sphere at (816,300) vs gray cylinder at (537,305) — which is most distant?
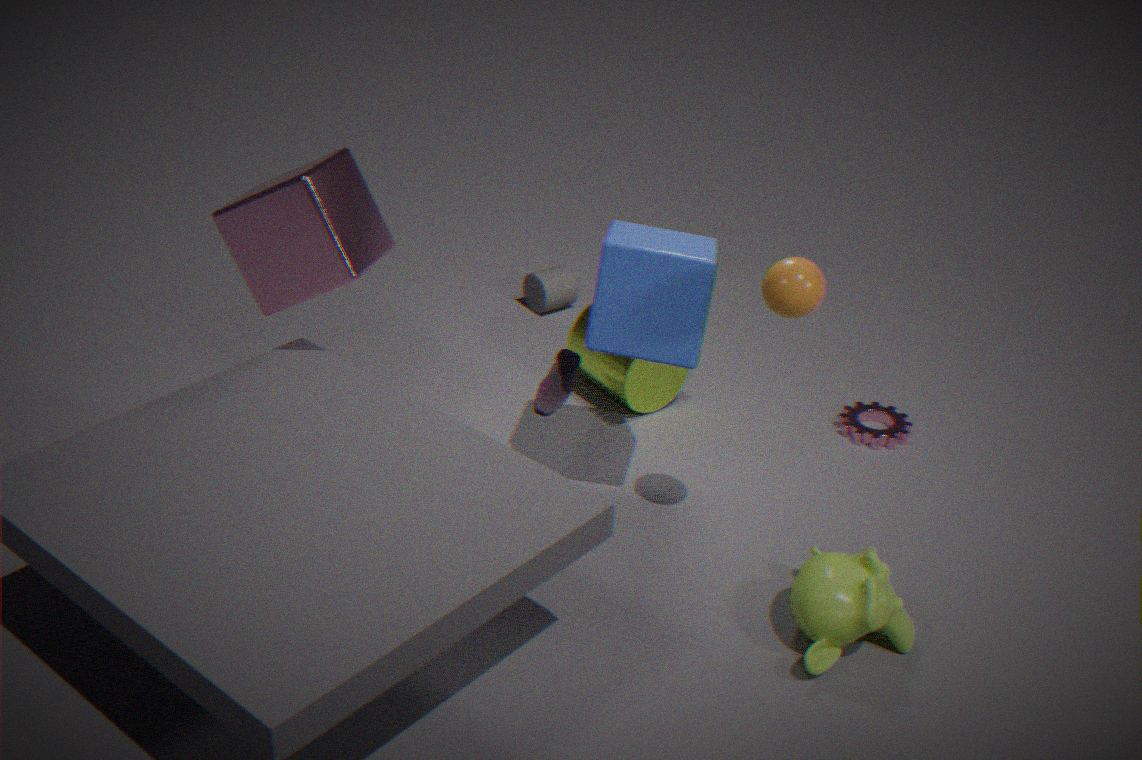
gray cylinder at (537,305)
